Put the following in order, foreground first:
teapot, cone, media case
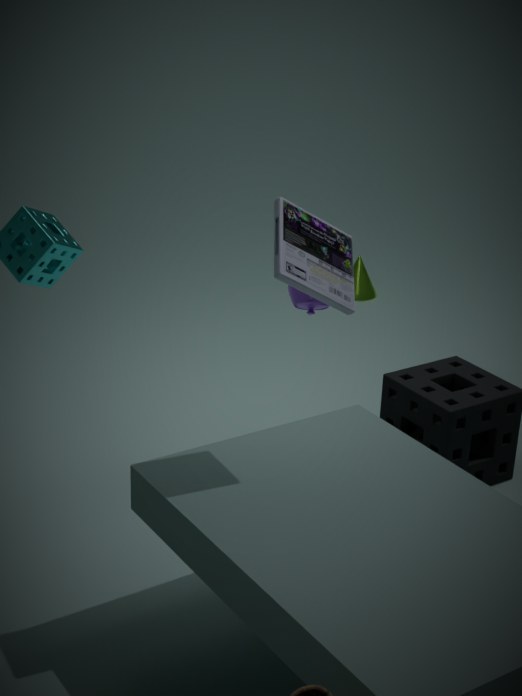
1. media case
2. teapot
3. cone
